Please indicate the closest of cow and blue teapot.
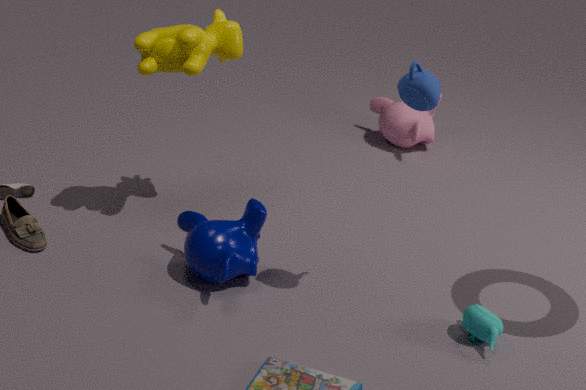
blue teapot
